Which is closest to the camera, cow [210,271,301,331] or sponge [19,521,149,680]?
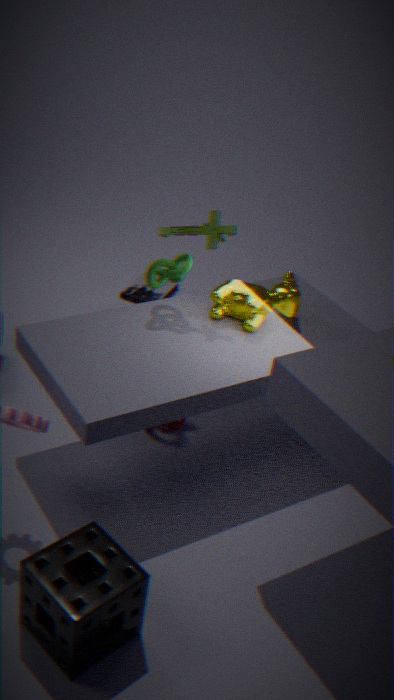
sponge [19,521,149,680]
